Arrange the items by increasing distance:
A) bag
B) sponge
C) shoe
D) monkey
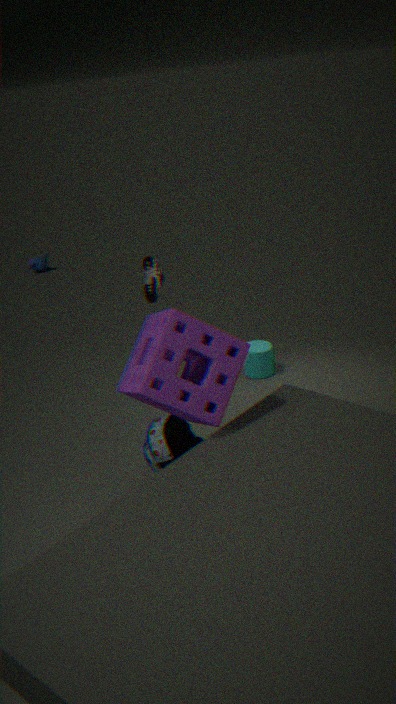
1. sponge
2. bag
3. shoe
4. monkey
